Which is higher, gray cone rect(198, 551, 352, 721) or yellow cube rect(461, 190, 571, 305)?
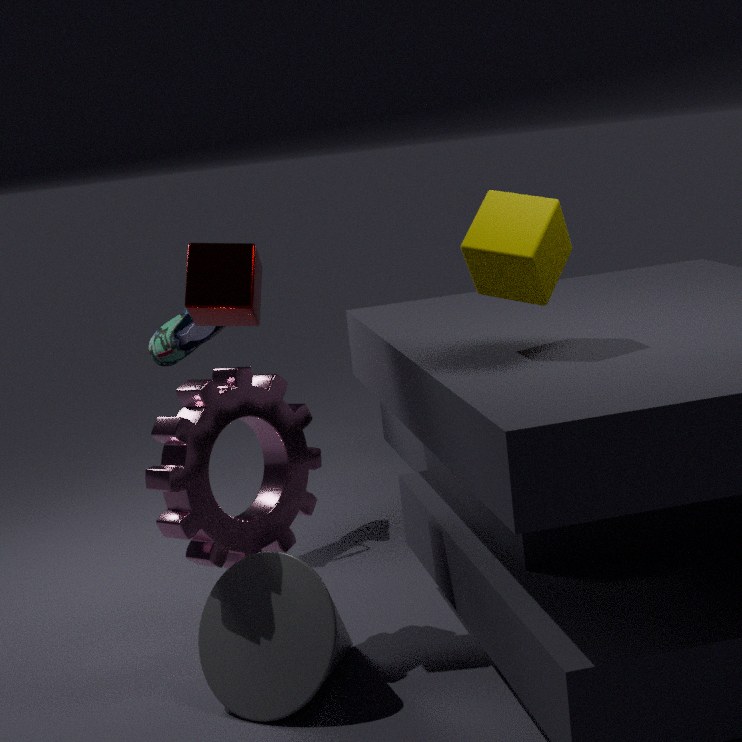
yellow cube rect(461, 190, 571, 305)
